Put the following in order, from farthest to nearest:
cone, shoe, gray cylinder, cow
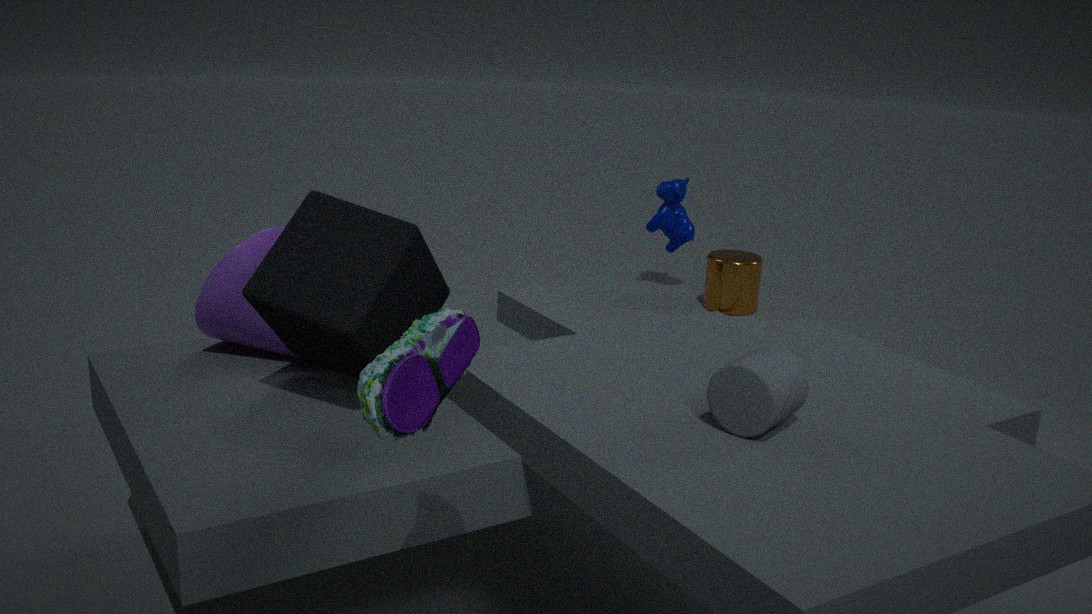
cow
cone
gray cylinder
shoe
